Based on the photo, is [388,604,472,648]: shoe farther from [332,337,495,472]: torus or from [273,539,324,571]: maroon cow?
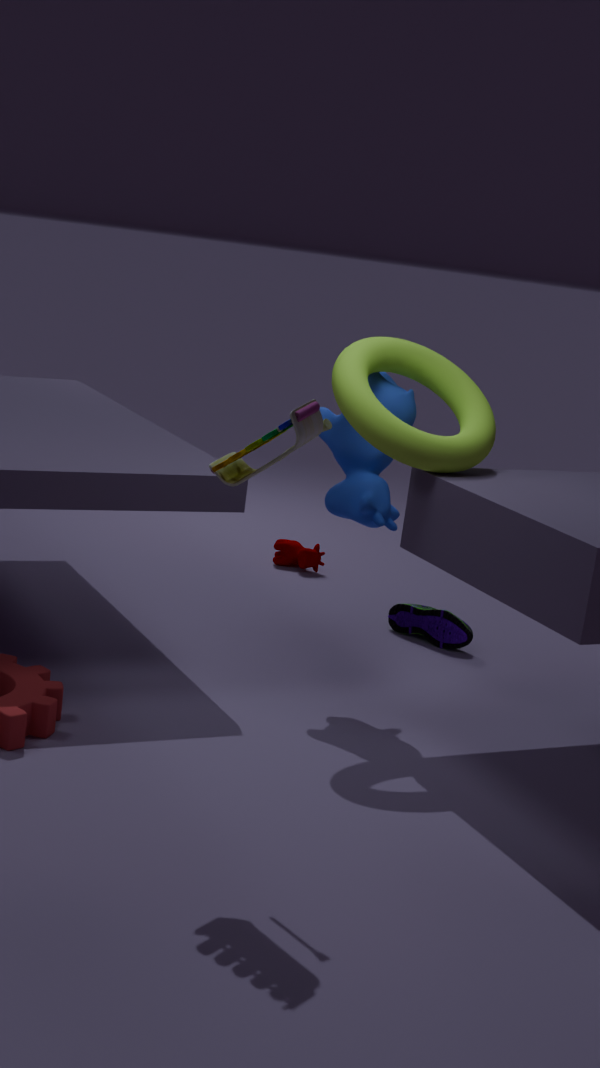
[332,337,495,472]: torus
